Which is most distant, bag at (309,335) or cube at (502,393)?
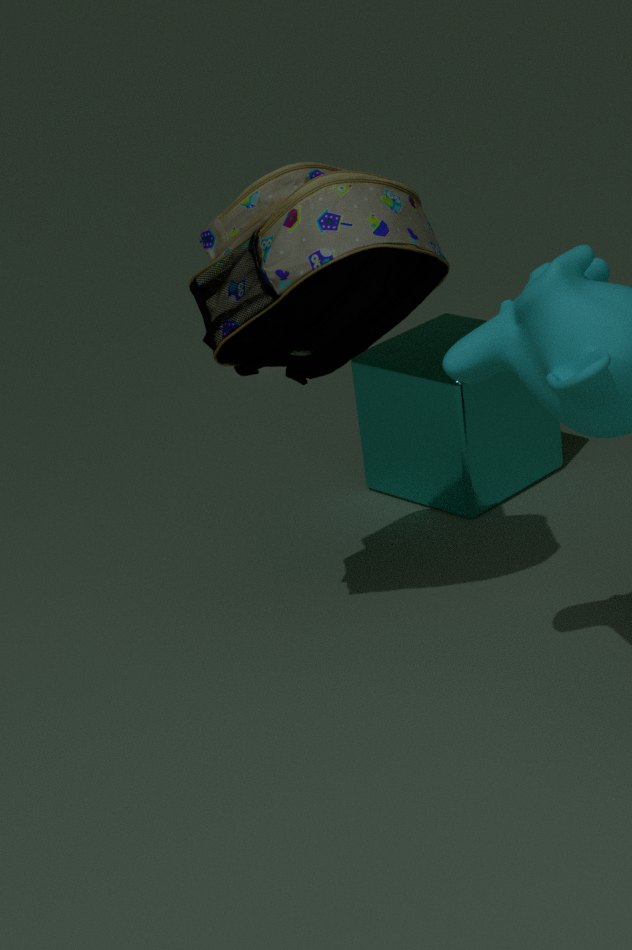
cube at (502,393)
